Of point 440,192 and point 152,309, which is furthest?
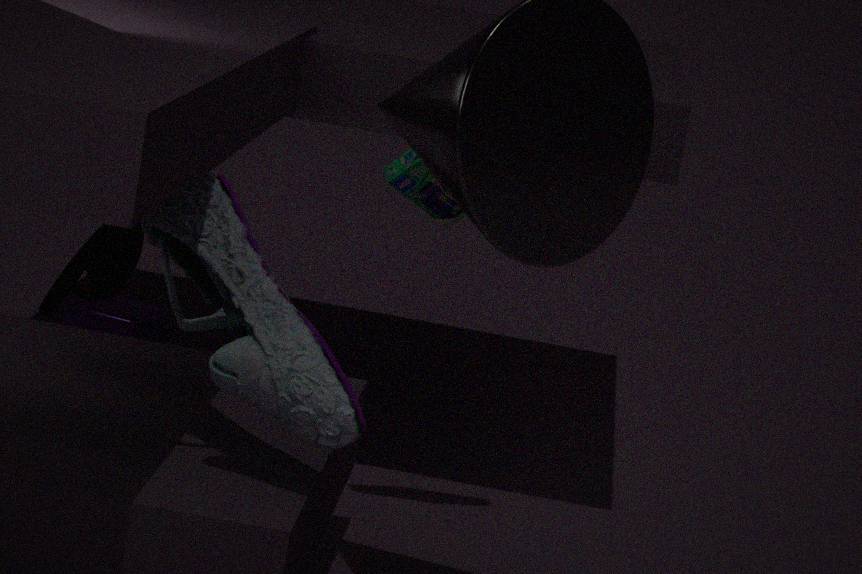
point 152,309
